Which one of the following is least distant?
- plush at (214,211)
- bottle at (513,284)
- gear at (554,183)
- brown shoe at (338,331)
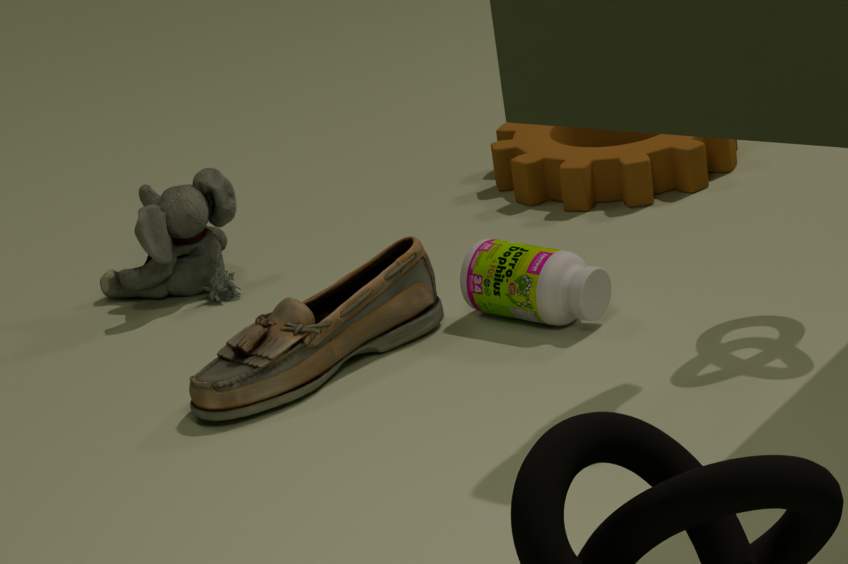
brown shoe at (338,331)
